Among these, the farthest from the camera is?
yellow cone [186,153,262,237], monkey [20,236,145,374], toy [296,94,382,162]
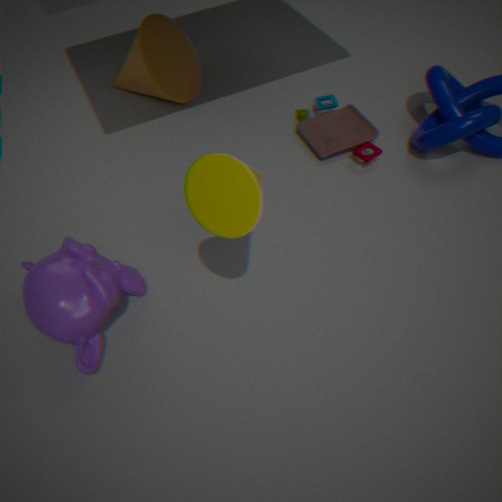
toy [296,94,382,162]
